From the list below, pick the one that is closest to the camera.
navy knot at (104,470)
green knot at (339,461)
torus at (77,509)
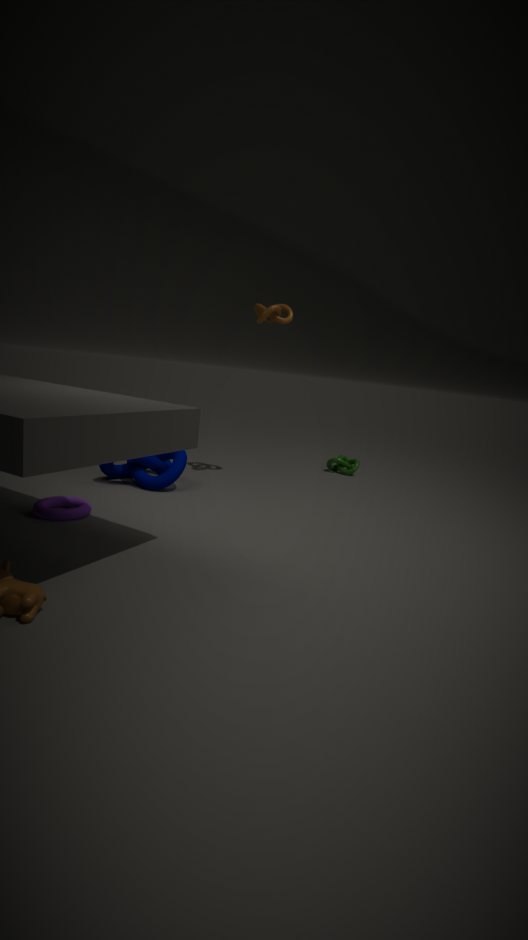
torus at (77,509)
